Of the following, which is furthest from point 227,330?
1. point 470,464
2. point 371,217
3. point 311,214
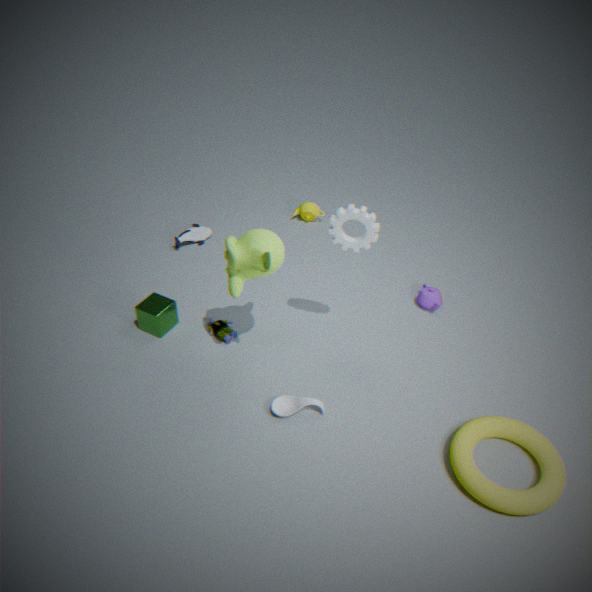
point 470,464
